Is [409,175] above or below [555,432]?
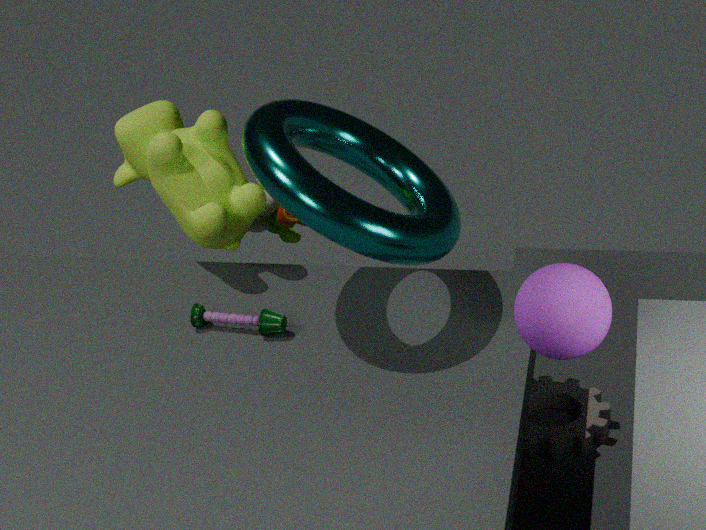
above
